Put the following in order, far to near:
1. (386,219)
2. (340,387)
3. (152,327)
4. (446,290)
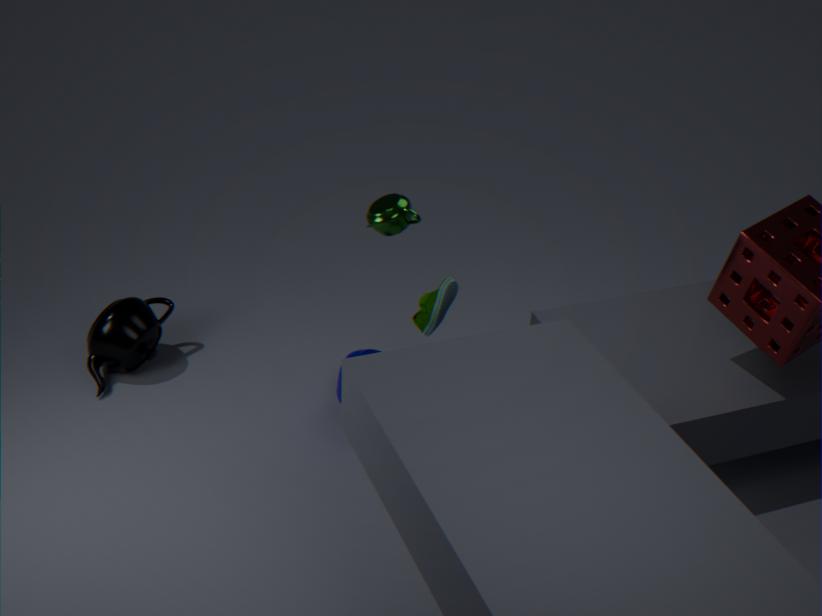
(152,327), (340,387), (446,290), (386,219)
